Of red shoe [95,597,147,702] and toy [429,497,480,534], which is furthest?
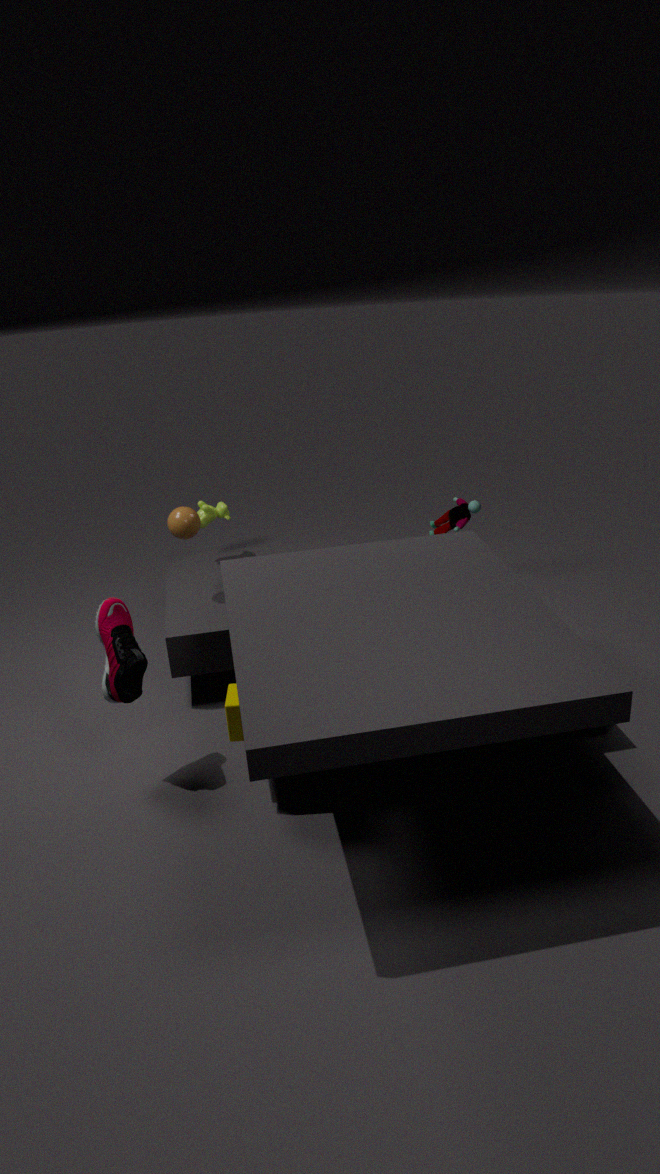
toy [429,497,480,534]
